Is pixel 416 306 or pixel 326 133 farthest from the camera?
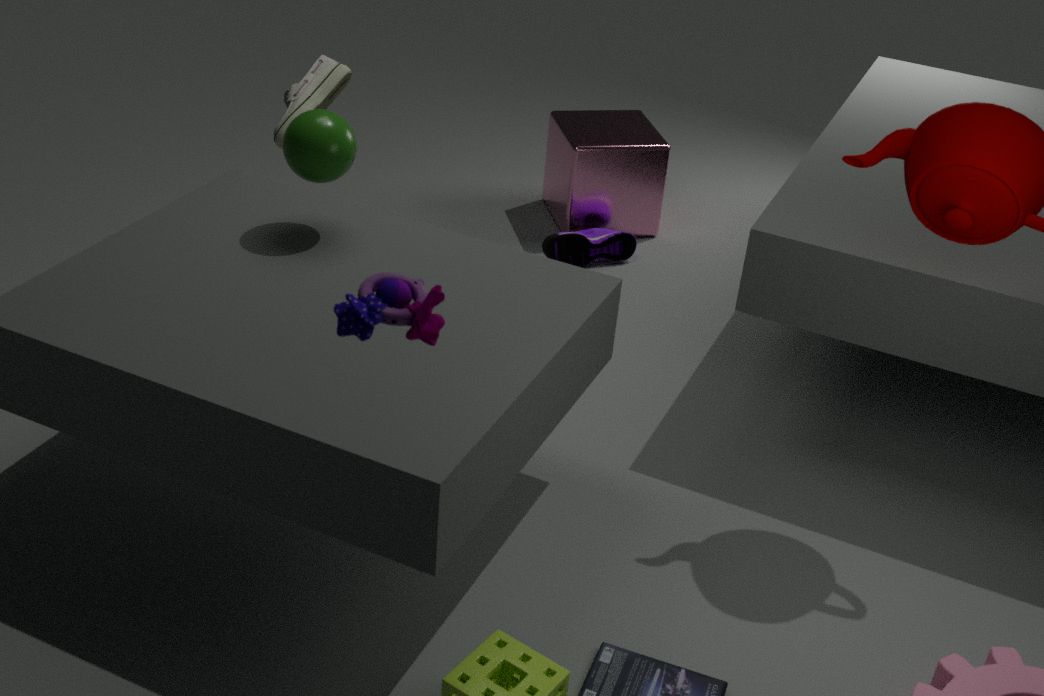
pixel 326 133
